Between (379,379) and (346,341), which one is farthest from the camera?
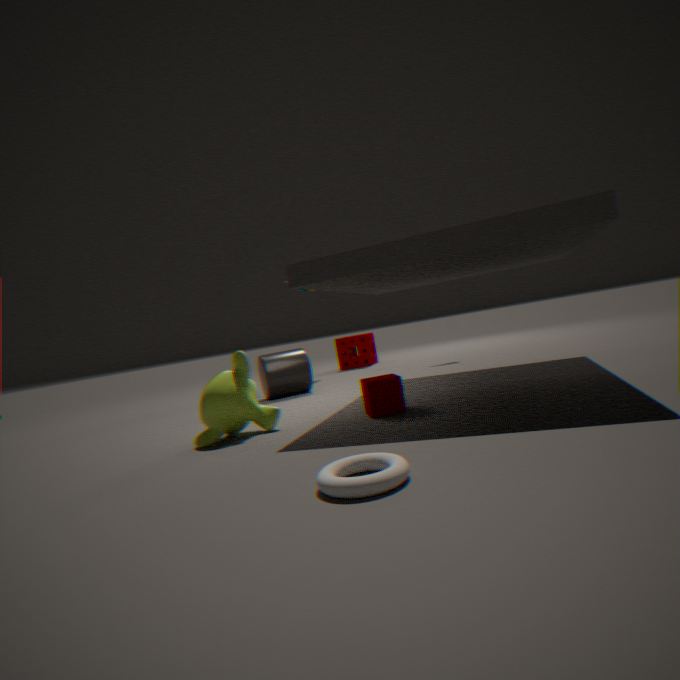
(346,341)
